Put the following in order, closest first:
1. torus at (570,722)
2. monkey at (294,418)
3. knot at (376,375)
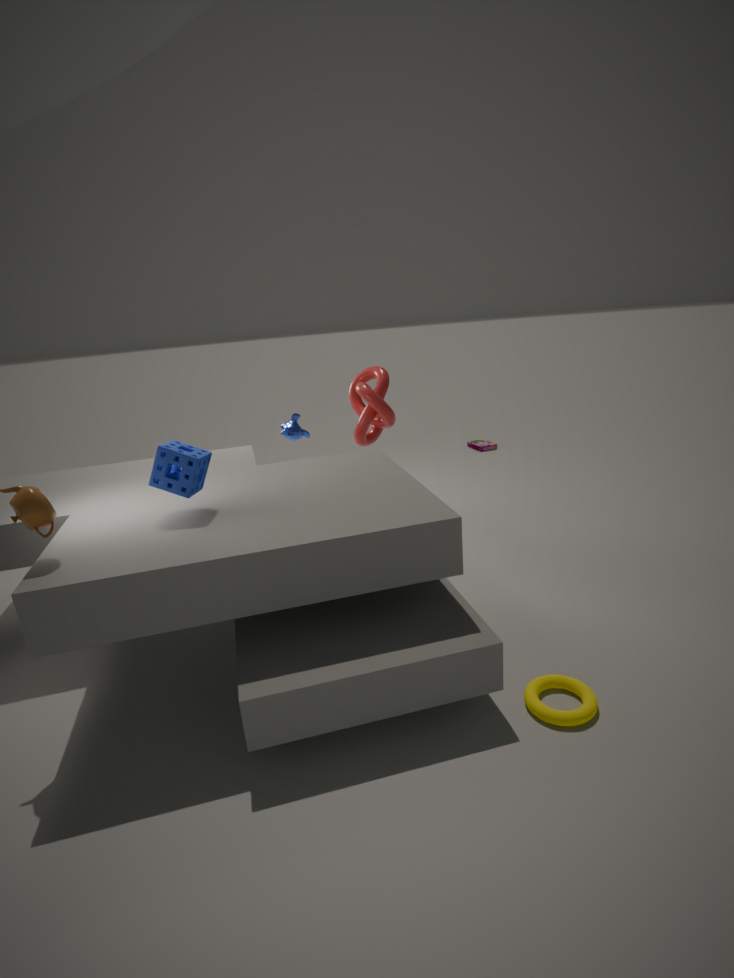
1. torus at (570,722)
2. knot at (376,375)
3. monkey at (294,418)
